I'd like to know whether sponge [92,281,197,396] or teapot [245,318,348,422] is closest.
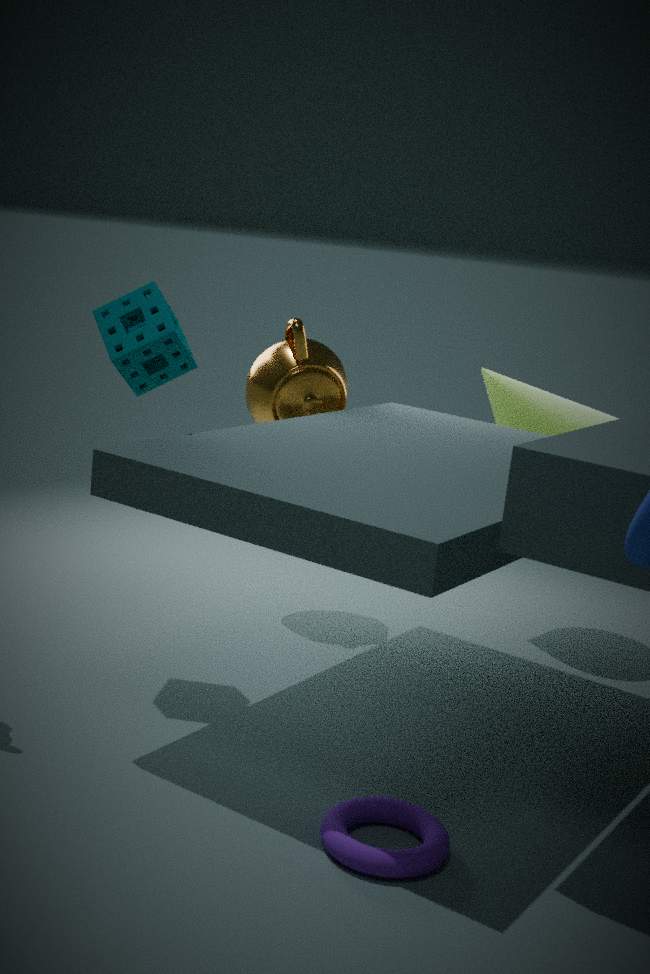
sponge [92,281,197,396]
